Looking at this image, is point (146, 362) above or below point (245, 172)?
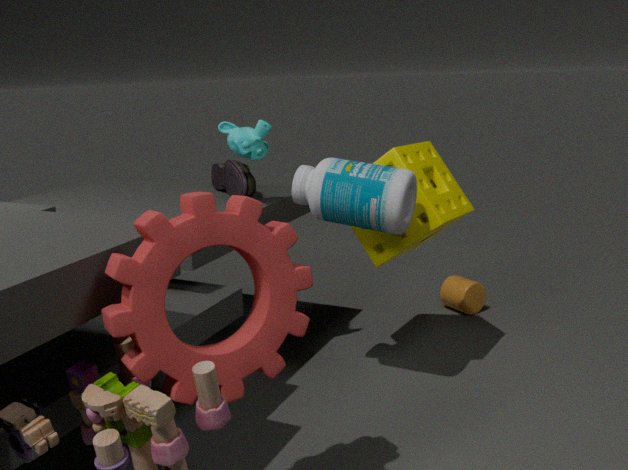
below
